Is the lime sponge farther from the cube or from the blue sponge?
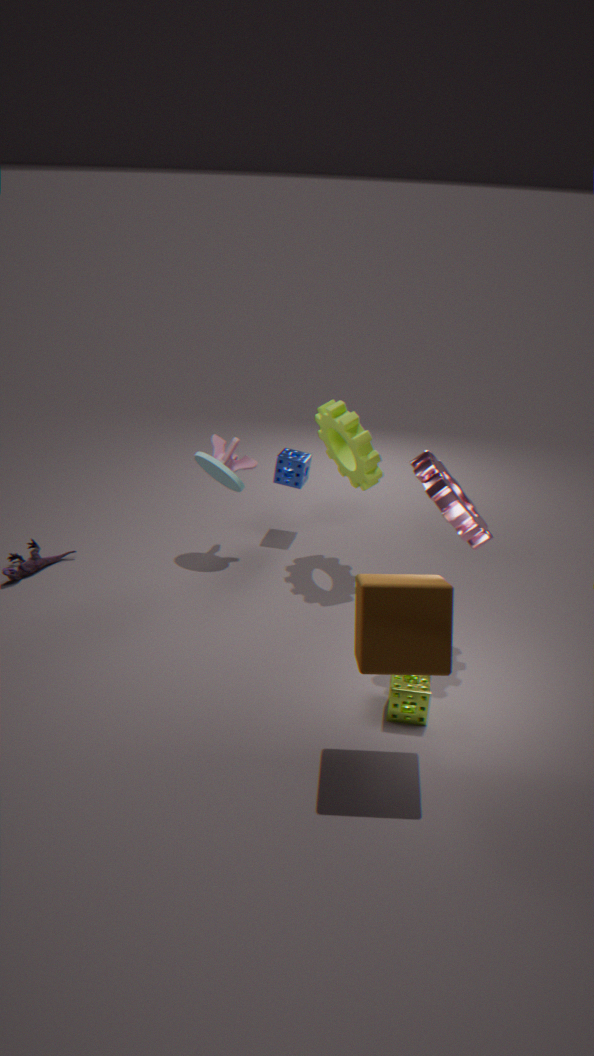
the blue sponge
